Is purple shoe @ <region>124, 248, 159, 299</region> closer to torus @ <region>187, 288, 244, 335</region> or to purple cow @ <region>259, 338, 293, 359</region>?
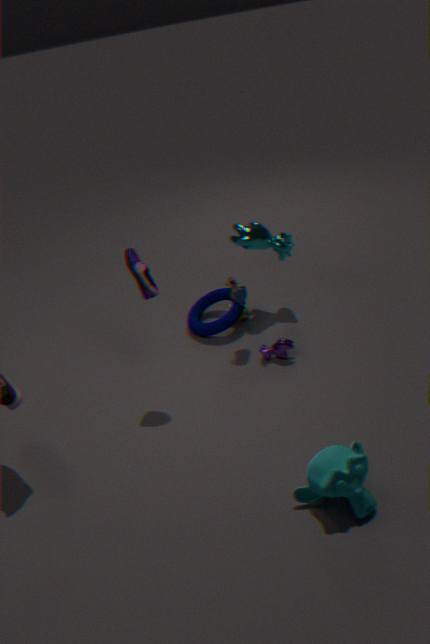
torus @ <region>187, 288, 244, 335</region>
